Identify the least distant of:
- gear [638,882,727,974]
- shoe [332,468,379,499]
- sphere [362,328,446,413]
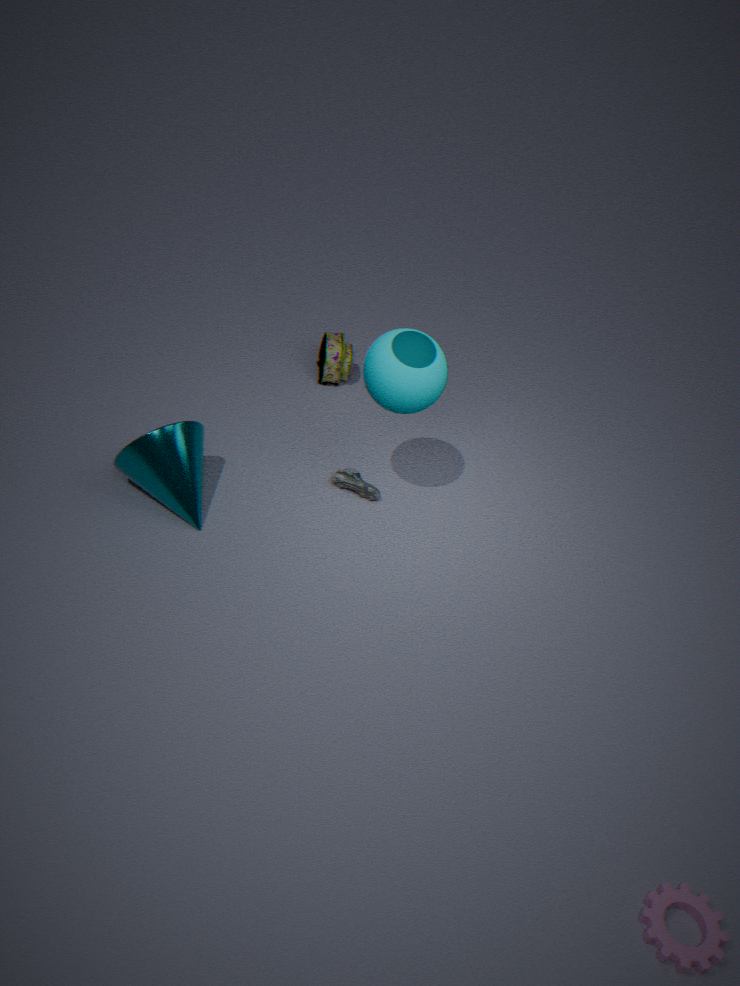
gear [638,882,727,974]
